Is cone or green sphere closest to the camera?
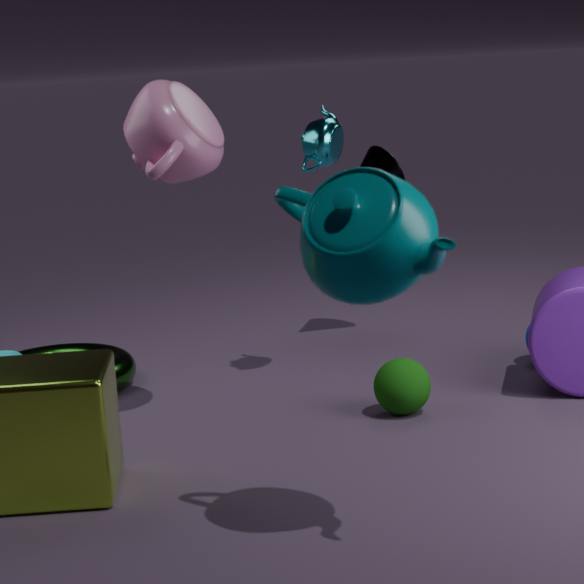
green sphere
